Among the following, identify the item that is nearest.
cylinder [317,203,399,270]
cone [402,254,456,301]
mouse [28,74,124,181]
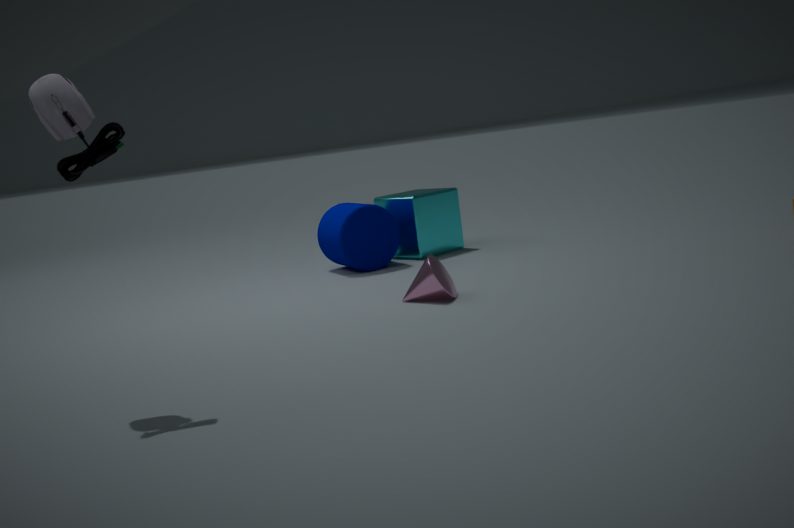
mouse [28,74,124,181]
